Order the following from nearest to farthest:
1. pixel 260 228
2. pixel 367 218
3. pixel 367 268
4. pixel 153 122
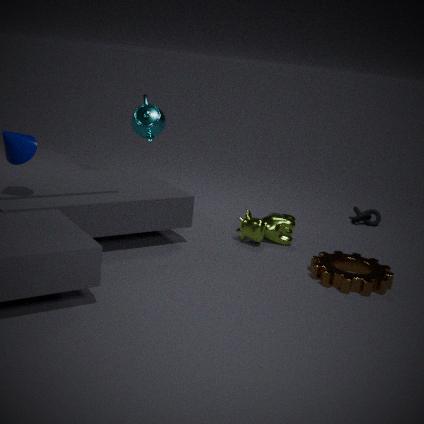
pixel 367 268 → pixel 260 228 → pixel 367 218 → pixel 153 122
